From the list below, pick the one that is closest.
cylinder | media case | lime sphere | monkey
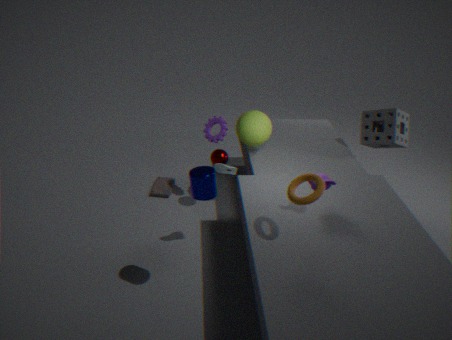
cylinder
